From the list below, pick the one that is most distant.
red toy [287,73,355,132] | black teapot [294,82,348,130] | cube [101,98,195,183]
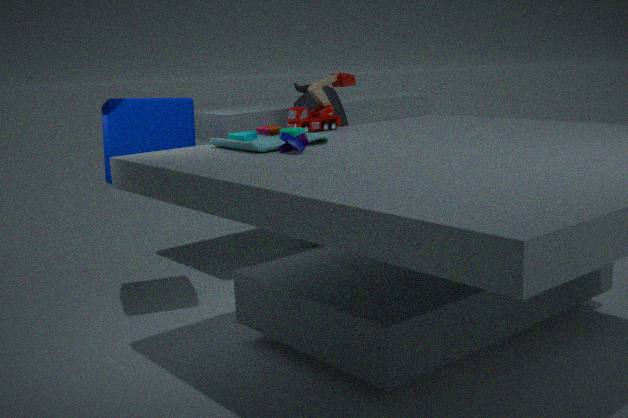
black teapot [294,82,348,130]
